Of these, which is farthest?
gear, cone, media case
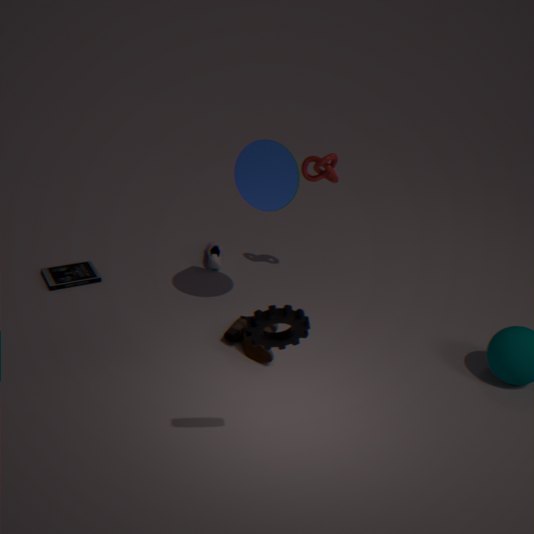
media case
